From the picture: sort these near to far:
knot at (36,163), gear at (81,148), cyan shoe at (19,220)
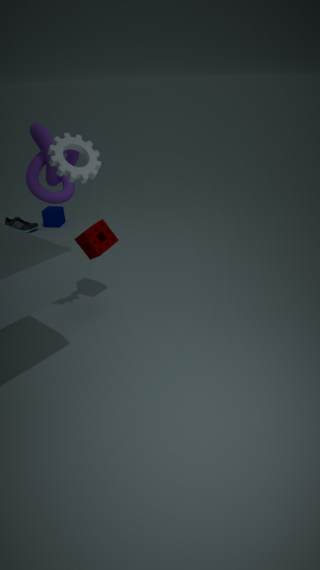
gear at (81,148), knot at (36,163), cyan shoe at (19,220)
